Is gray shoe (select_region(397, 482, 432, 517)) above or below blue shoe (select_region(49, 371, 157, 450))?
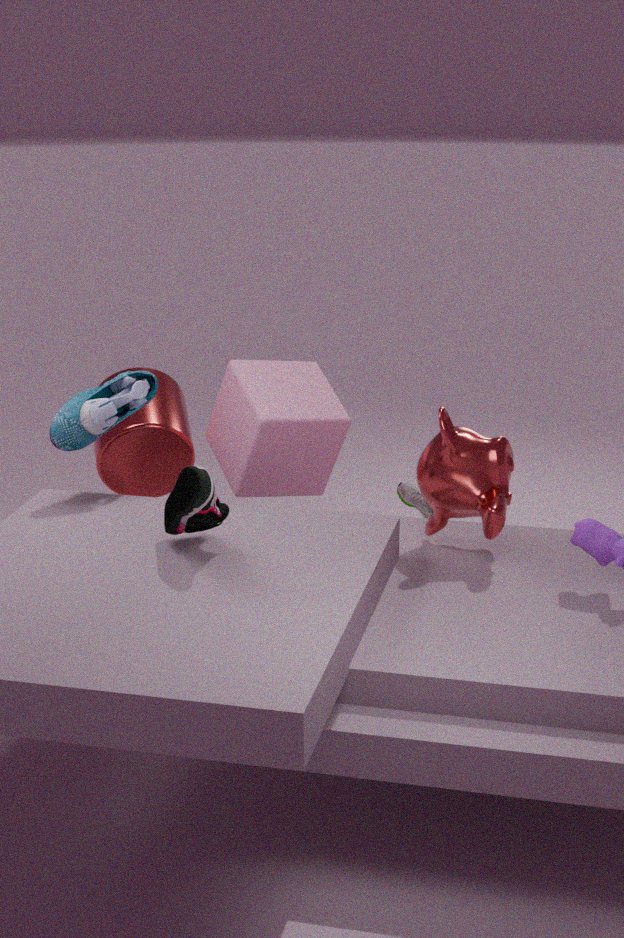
below
